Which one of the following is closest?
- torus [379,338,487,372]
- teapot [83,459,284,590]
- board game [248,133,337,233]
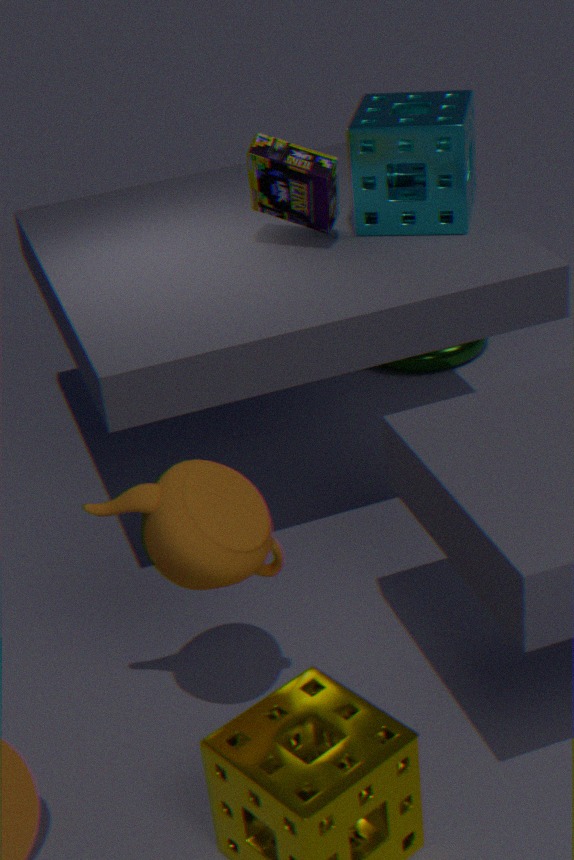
teapot [83,459,284,590]
